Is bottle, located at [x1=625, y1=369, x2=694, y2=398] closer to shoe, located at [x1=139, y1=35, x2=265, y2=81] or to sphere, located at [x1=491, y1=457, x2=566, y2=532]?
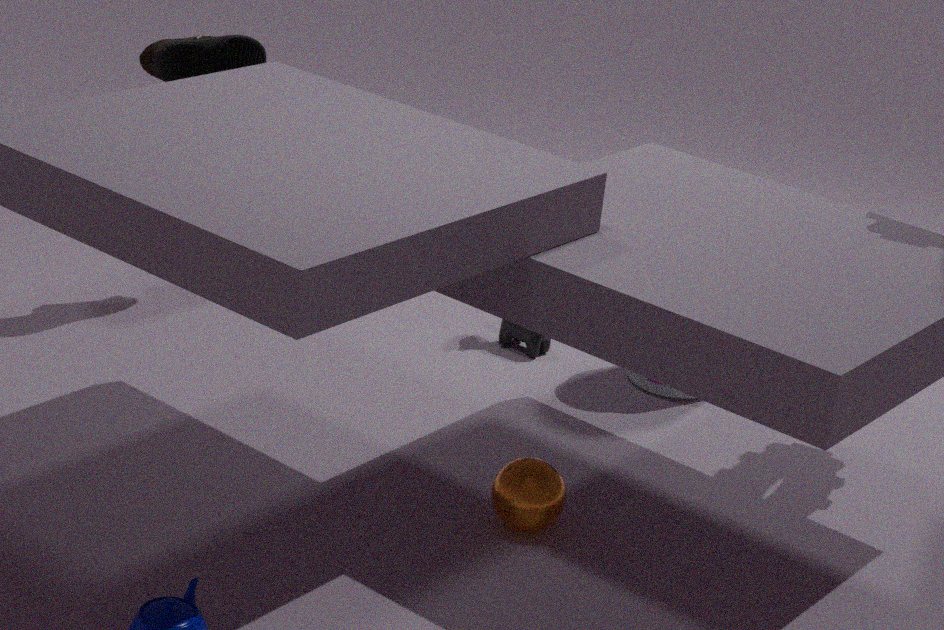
→ sphere, located at [x1=491, y1=457, x2=566, y2=532]
